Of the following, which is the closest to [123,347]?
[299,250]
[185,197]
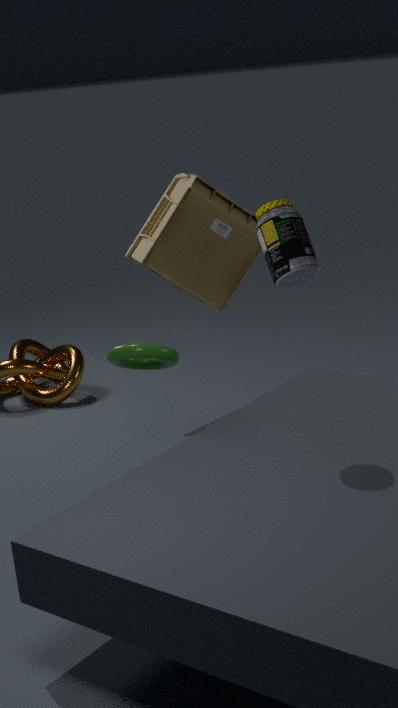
[299,250]
